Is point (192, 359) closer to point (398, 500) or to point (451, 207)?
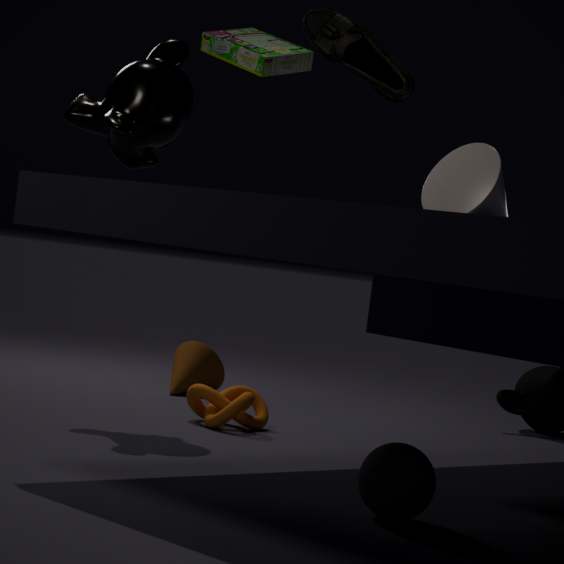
point (398, 500)
